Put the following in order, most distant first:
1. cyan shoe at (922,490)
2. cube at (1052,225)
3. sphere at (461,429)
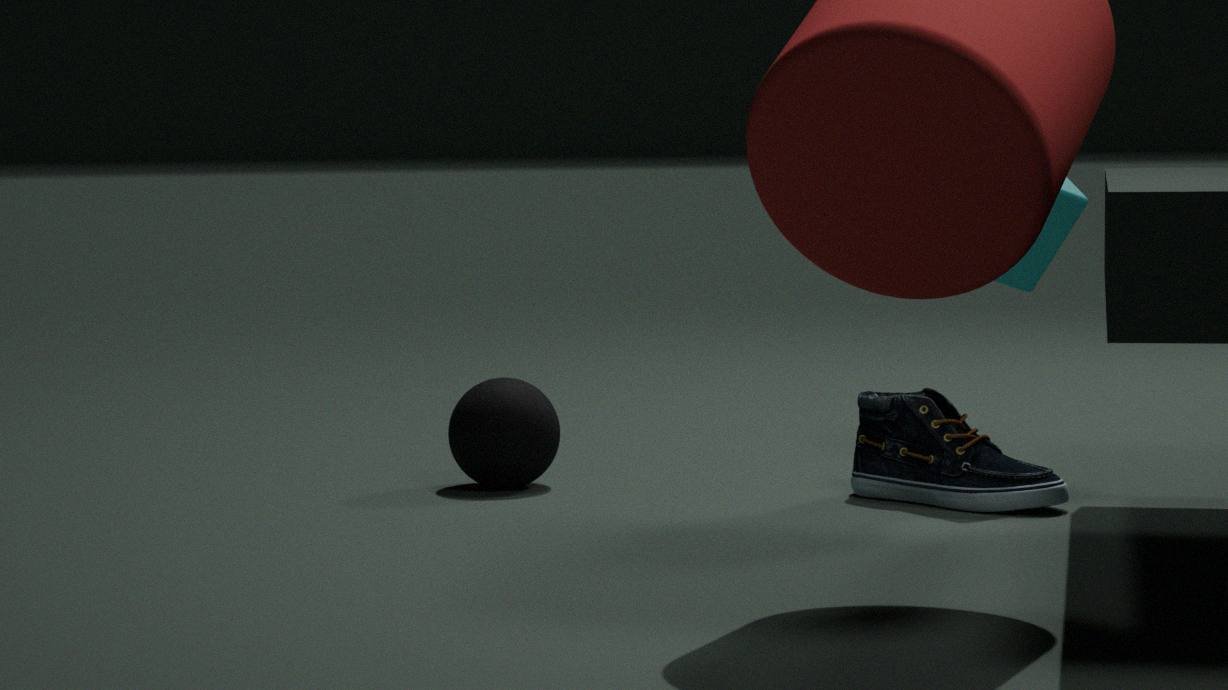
1. sphere at (461,429)
2. cube at (1052,225)
3. cyan shoe at (922,490)
